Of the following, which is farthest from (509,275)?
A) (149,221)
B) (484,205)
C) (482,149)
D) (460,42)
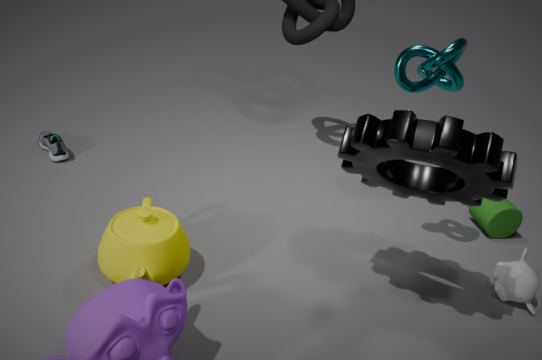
(149,221)
